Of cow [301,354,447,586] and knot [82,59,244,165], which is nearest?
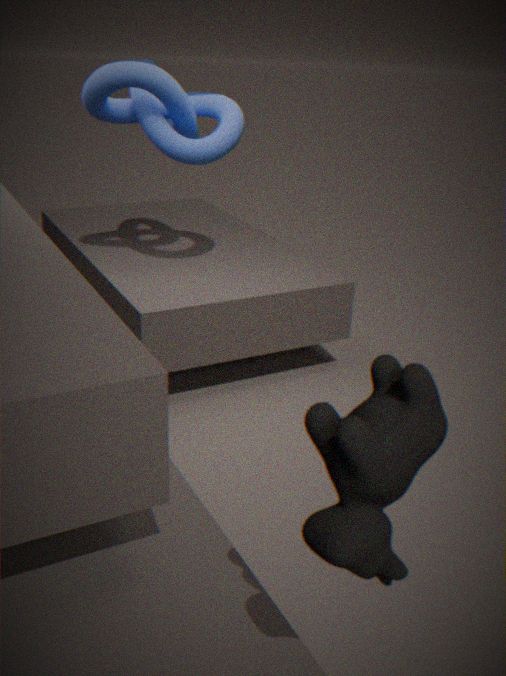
cow [301,354,447,586]
